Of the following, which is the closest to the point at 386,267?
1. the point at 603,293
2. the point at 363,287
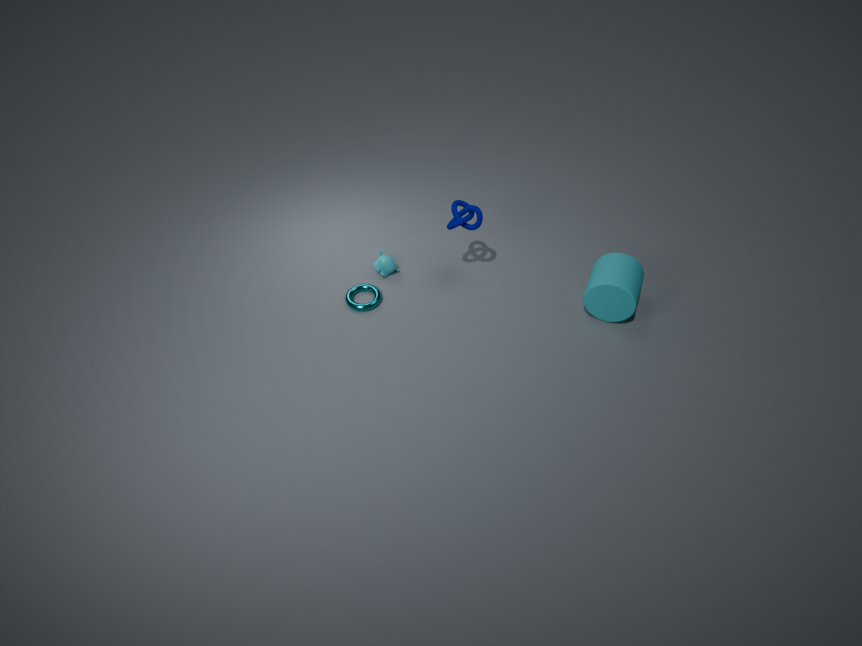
the point at 363,287
